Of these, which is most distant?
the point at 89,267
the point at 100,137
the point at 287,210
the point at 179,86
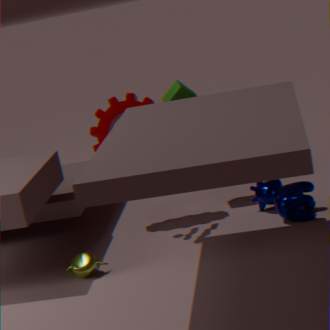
the point at 179,86
